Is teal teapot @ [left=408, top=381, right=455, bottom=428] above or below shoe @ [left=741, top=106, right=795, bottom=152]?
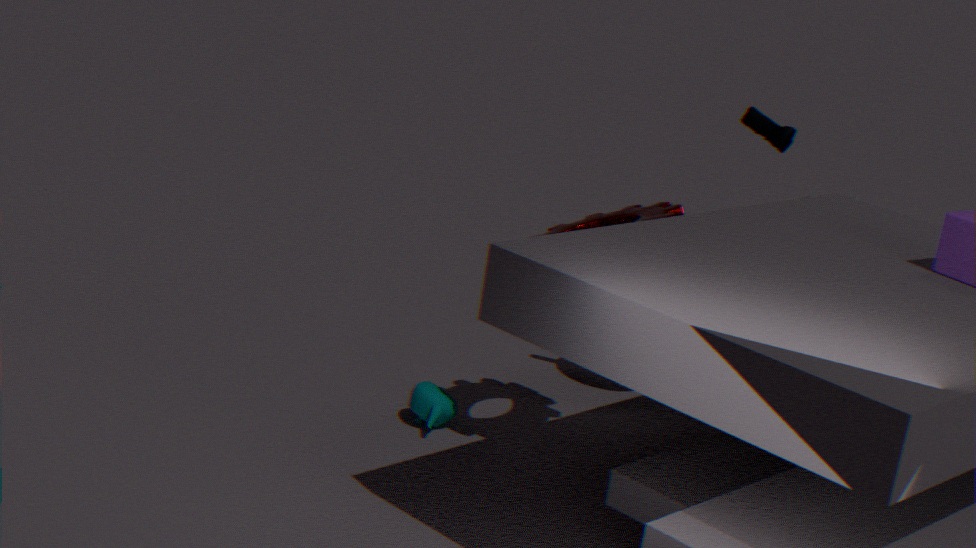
below
